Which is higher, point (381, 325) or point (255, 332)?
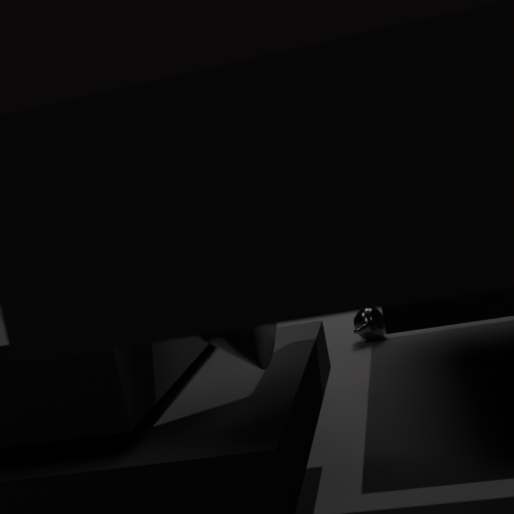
point (255, 332)
